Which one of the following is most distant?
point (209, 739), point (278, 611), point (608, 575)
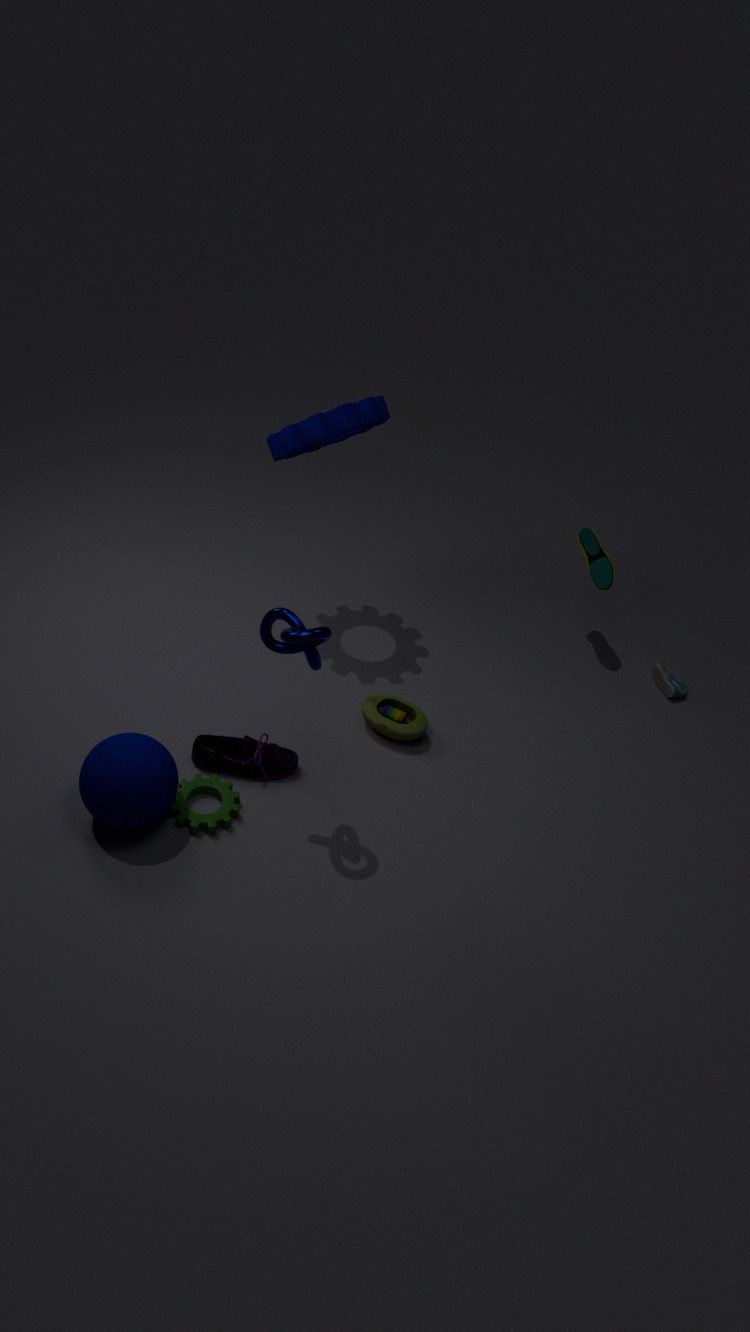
point (608, 575)
